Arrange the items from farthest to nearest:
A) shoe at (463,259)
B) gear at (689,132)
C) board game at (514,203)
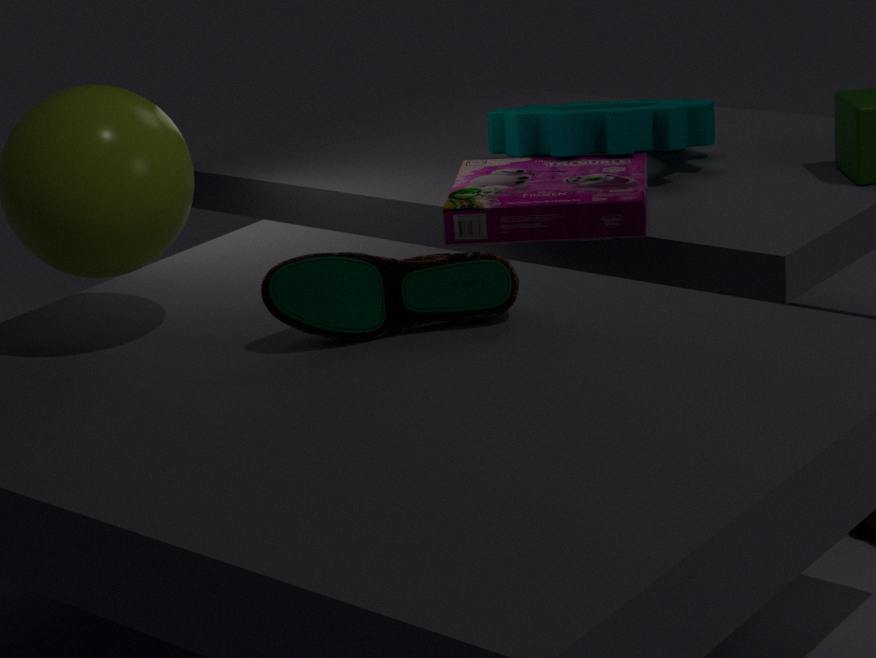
gear at (689,132) → board game at (514,203) → shoe at (463,259)
